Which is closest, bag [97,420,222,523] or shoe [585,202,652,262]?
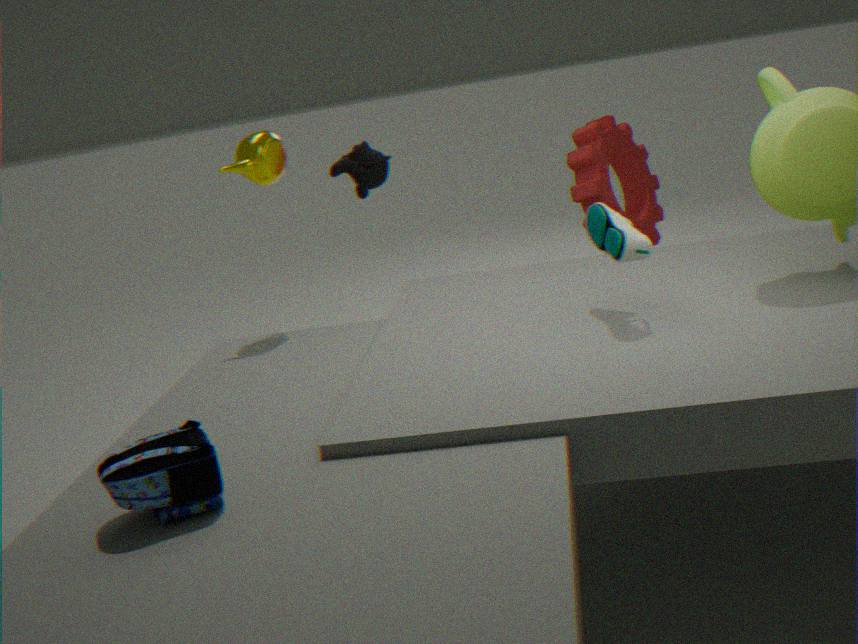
bag [97,420,222,523]
